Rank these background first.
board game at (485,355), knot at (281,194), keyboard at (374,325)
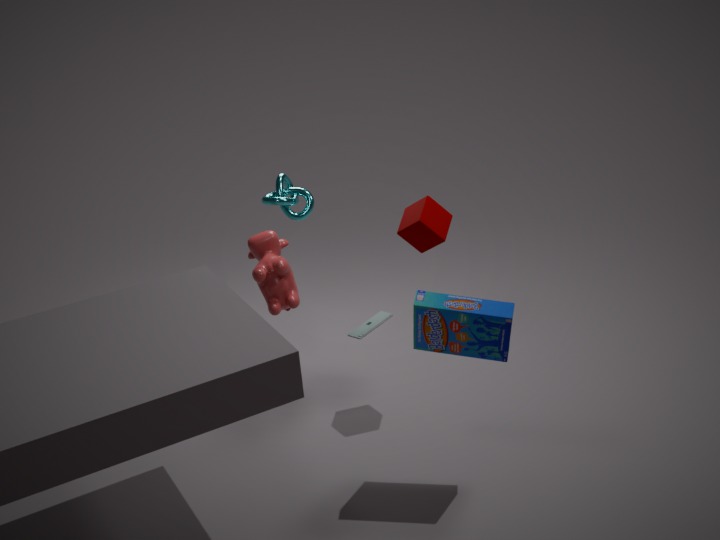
keyboard at (374,325)
knot at (281,194)
board game at (485,355)
